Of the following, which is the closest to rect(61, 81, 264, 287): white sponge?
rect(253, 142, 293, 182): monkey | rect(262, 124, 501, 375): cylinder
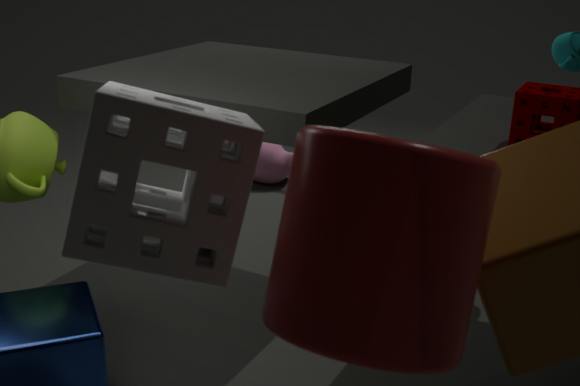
rect(262, 124, 501, 375): cylinder
